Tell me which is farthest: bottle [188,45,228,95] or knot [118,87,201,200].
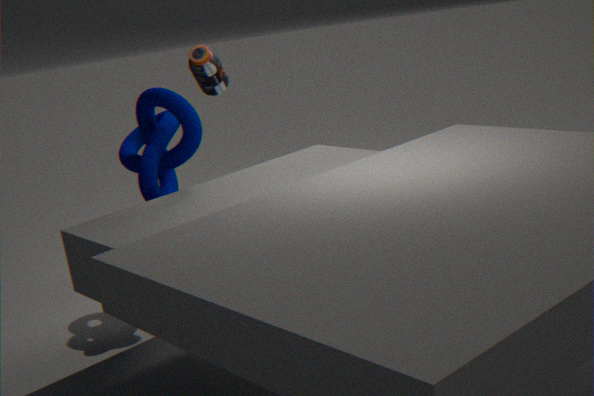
bottle [188,45,228,95]
